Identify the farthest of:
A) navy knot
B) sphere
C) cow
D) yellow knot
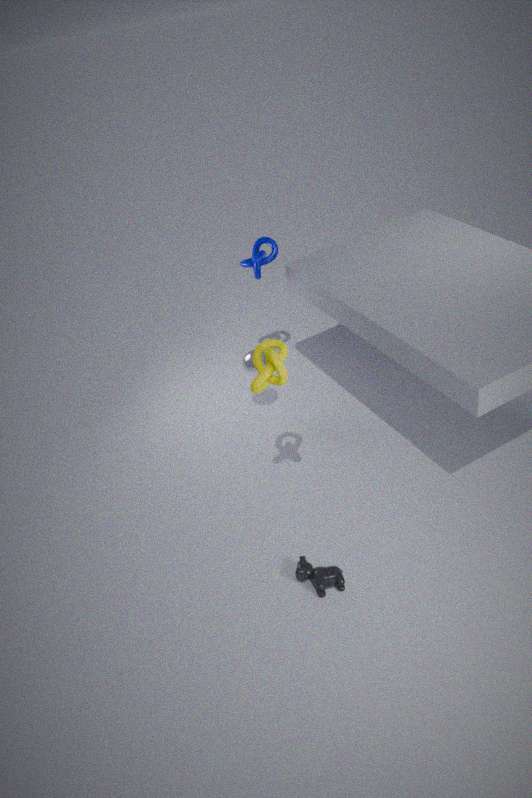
navy knot
